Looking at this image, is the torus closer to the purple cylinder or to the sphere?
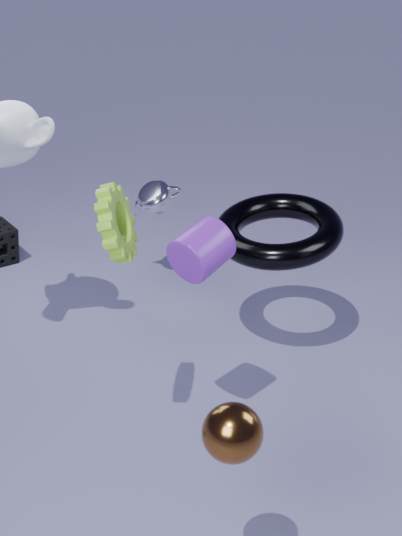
the purple cylinder
